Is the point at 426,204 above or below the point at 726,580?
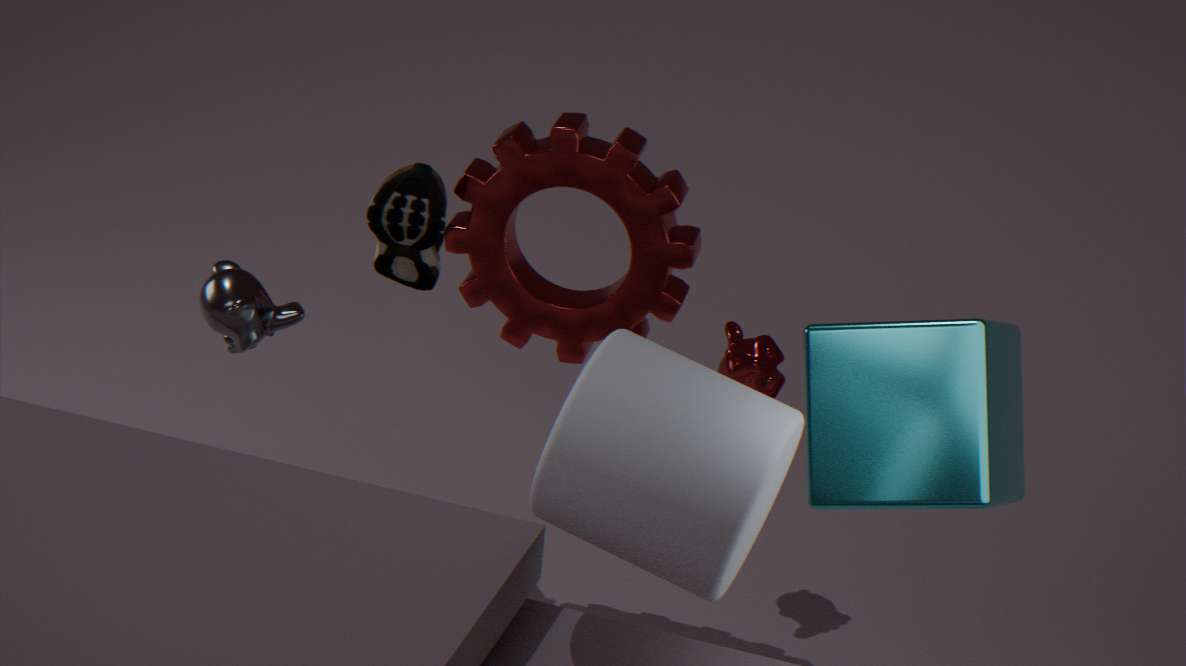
below
